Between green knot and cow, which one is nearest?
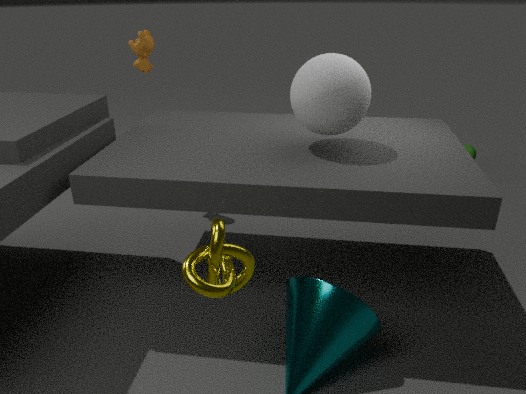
cow
